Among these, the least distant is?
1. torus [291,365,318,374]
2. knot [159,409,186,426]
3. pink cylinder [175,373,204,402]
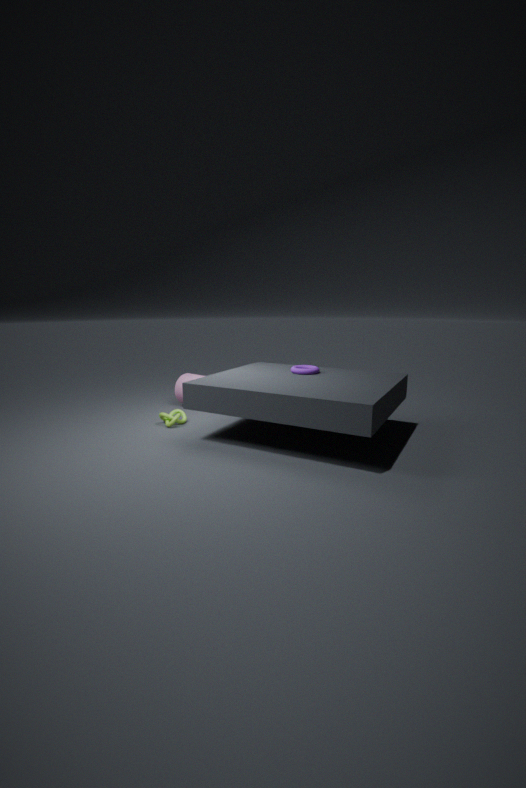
torus [291,365,318,374]
